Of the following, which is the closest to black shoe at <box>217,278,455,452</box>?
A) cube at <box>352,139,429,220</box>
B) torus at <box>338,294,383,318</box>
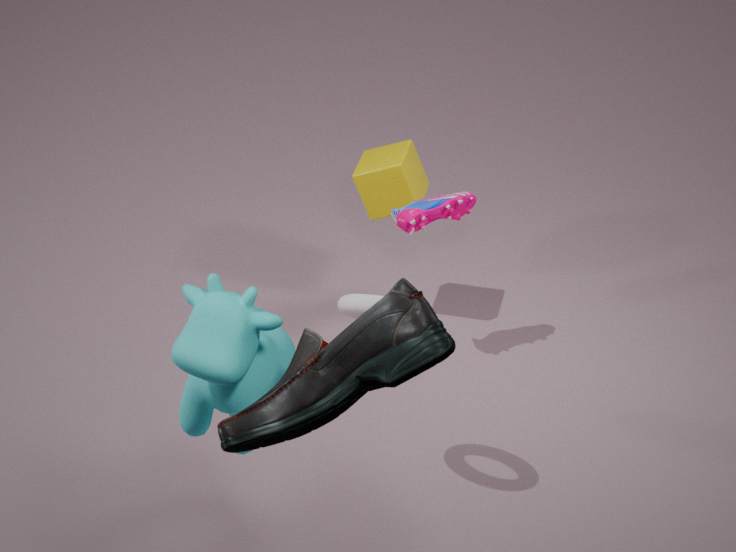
torus at <box>338,294,383,318</box>
